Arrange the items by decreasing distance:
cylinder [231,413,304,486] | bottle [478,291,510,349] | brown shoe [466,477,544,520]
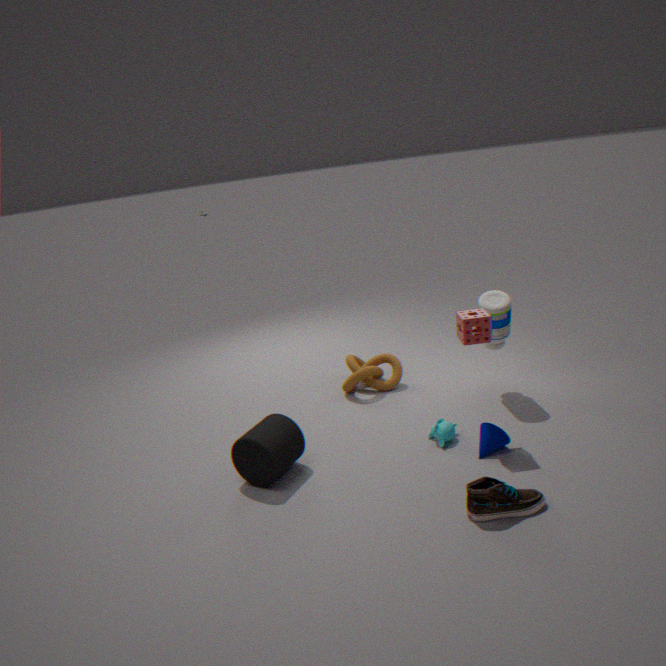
bottle [478,291,510,349] → cylinder [231,413,304,486] → brown shoe [466,477,544,520]
